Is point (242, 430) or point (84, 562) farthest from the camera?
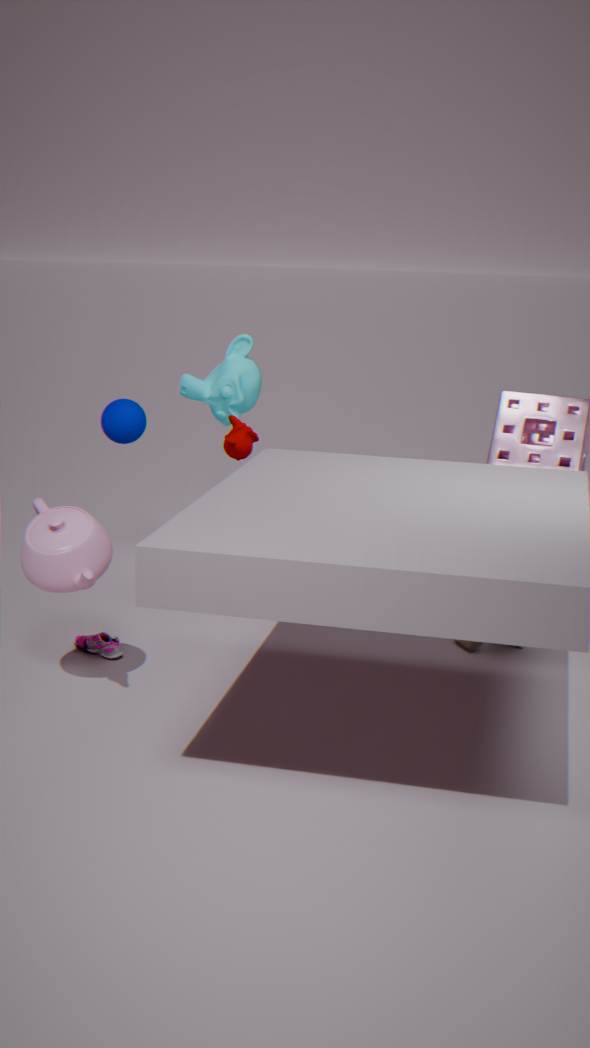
point (242, 430)
